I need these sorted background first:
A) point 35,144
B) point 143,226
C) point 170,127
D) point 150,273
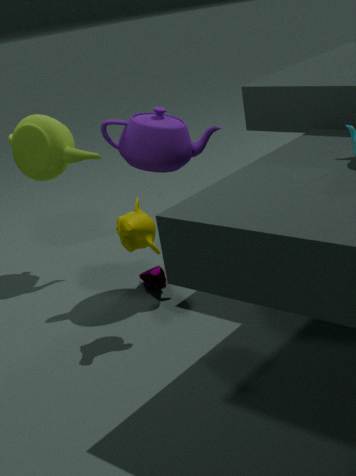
1. point 35,144
2. point 150,273
3. point 170,127
4. point 143,226
